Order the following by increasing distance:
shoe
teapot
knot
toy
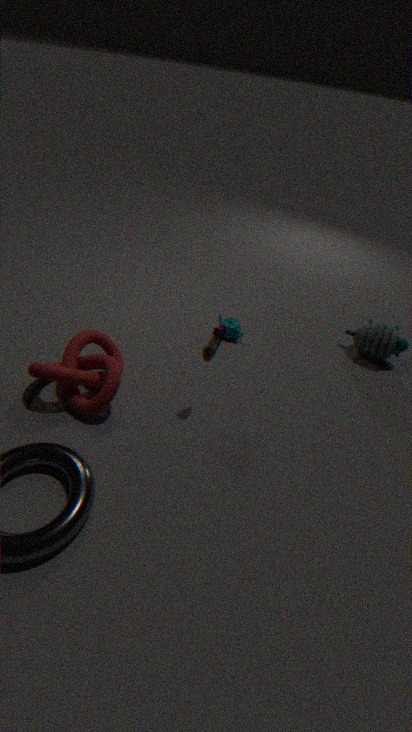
shoe
knot
toy
teapot
